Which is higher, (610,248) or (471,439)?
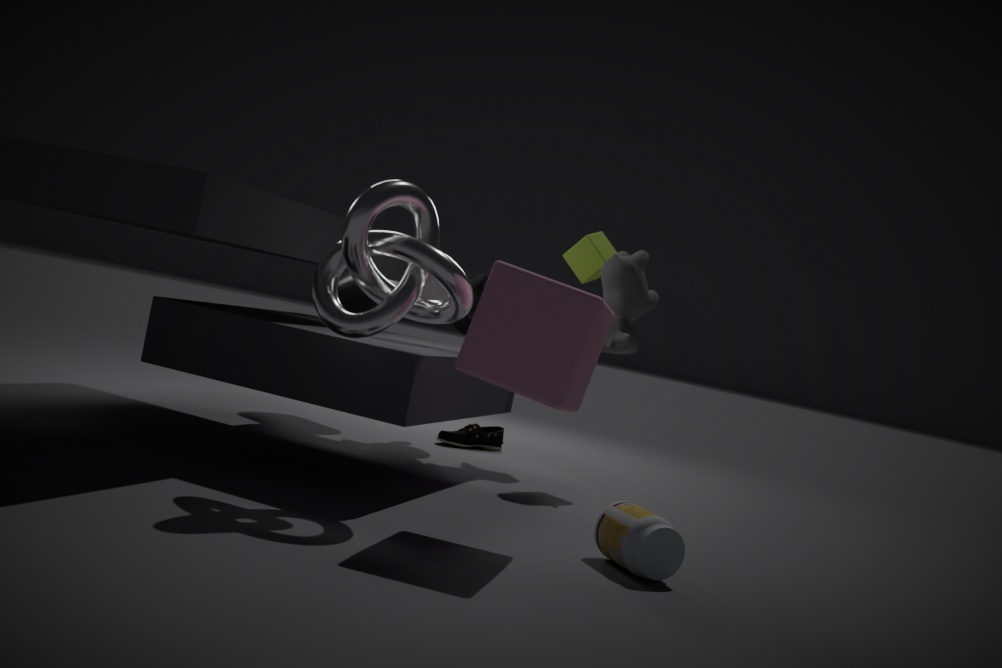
(610,248)
